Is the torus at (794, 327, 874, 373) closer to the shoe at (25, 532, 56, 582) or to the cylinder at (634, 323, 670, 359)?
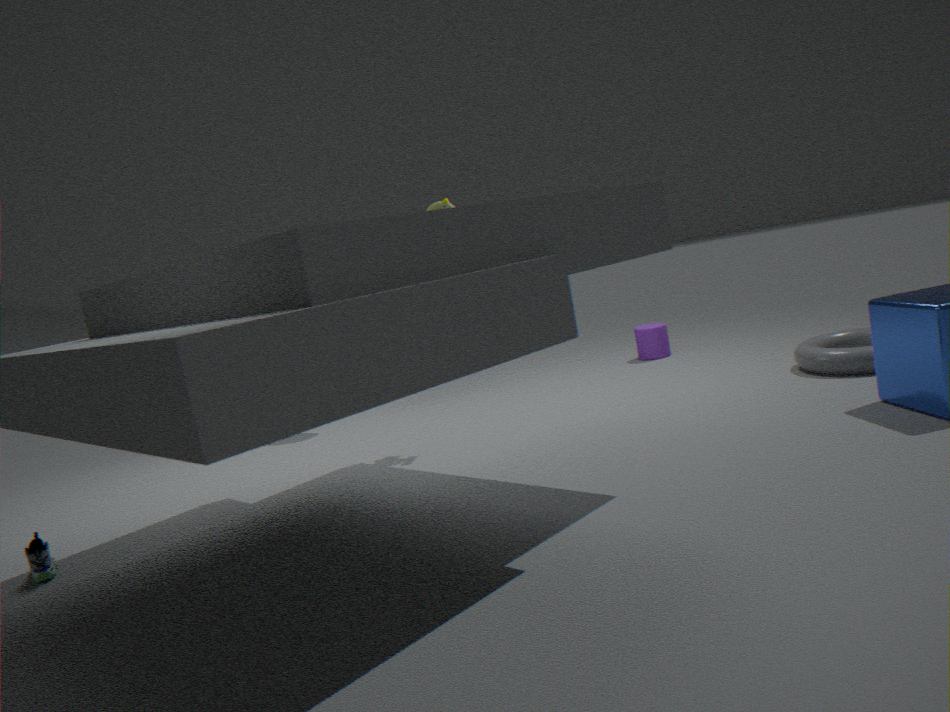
the cylinder at (634, 323, 670, 359)
